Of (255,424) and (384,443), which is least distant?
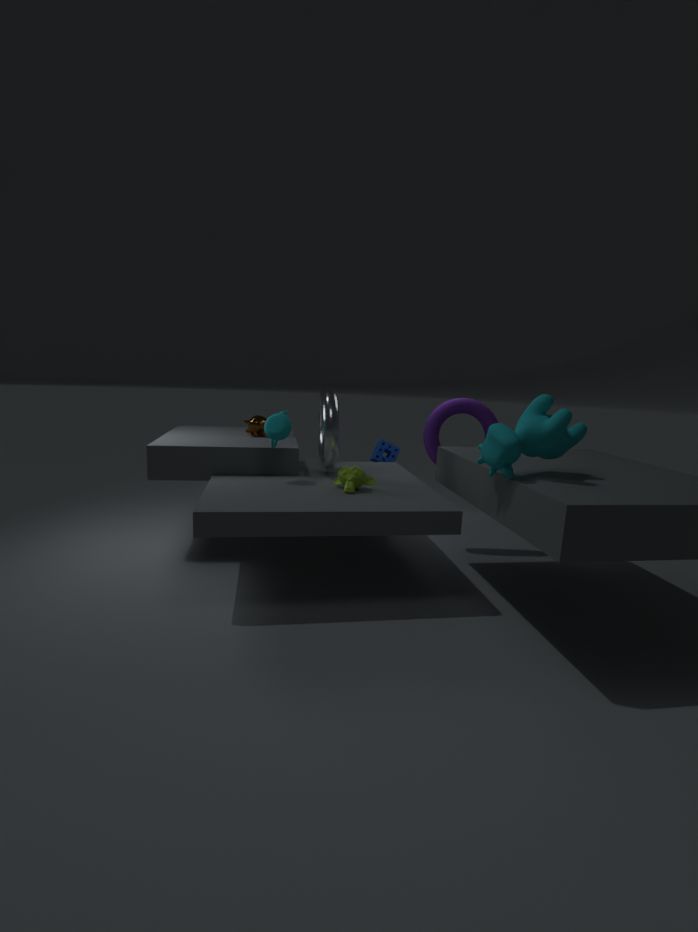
(255,424)
